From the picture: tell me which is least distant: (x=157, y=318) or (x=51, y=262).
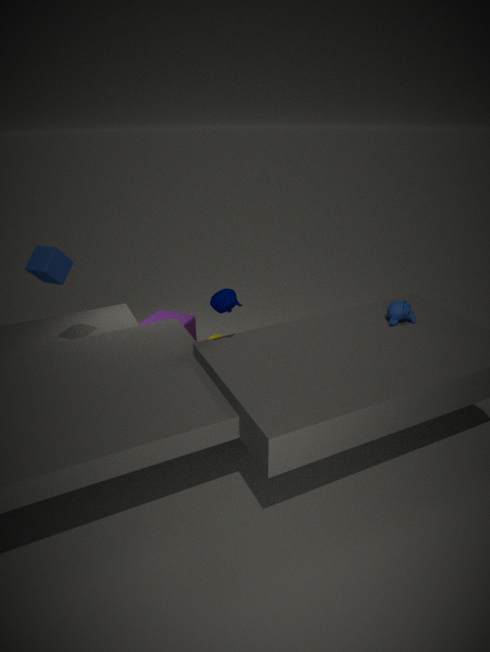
(x=51, y=262)
